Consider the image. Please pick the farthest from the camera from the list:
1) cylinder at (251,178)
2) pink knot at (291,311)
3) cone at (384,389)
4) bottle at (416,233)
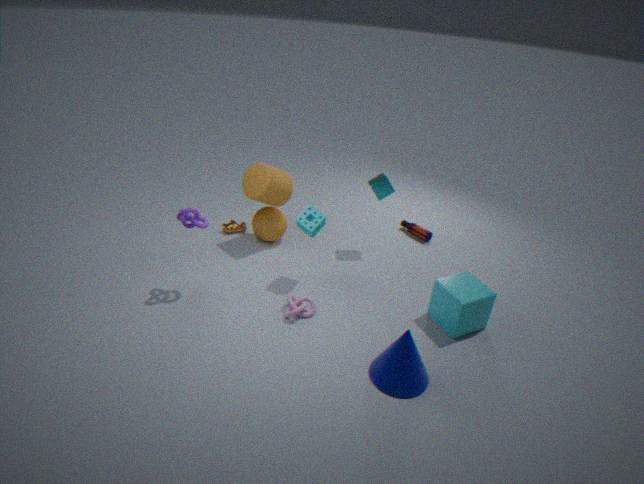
4. bottle at (416,233)
